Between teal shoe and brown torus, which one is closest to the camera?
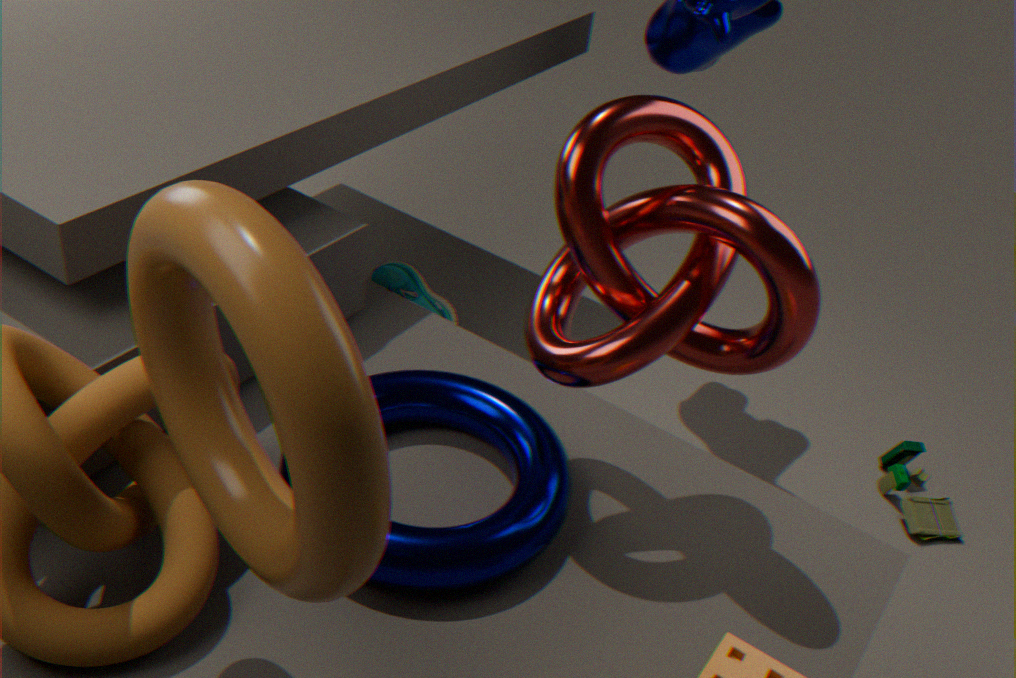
brown torus
